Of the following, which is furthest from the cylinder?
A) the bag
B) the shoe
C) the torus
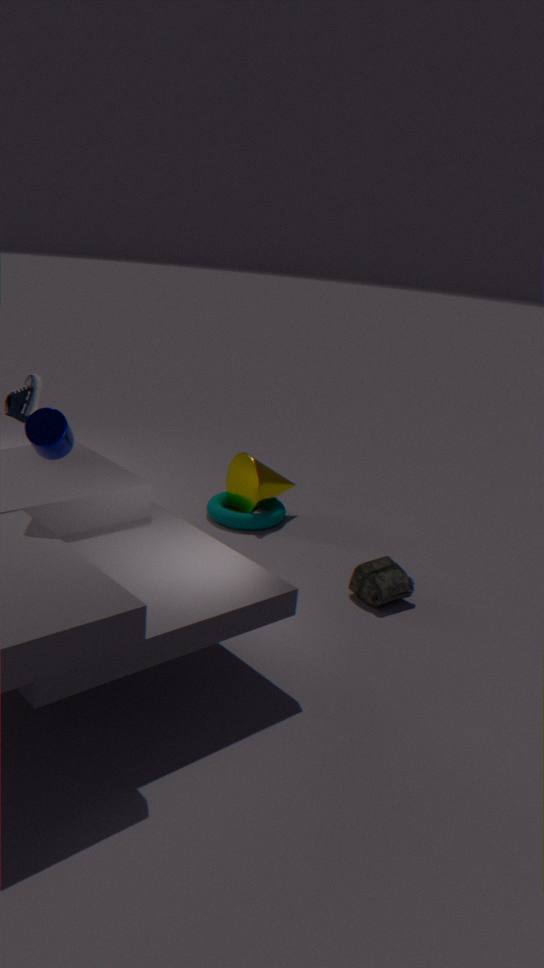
the torus
